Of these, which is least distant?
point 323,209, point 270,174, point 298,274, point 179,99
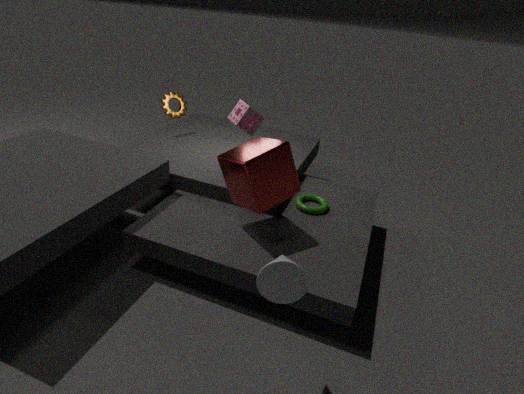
point 298,274
